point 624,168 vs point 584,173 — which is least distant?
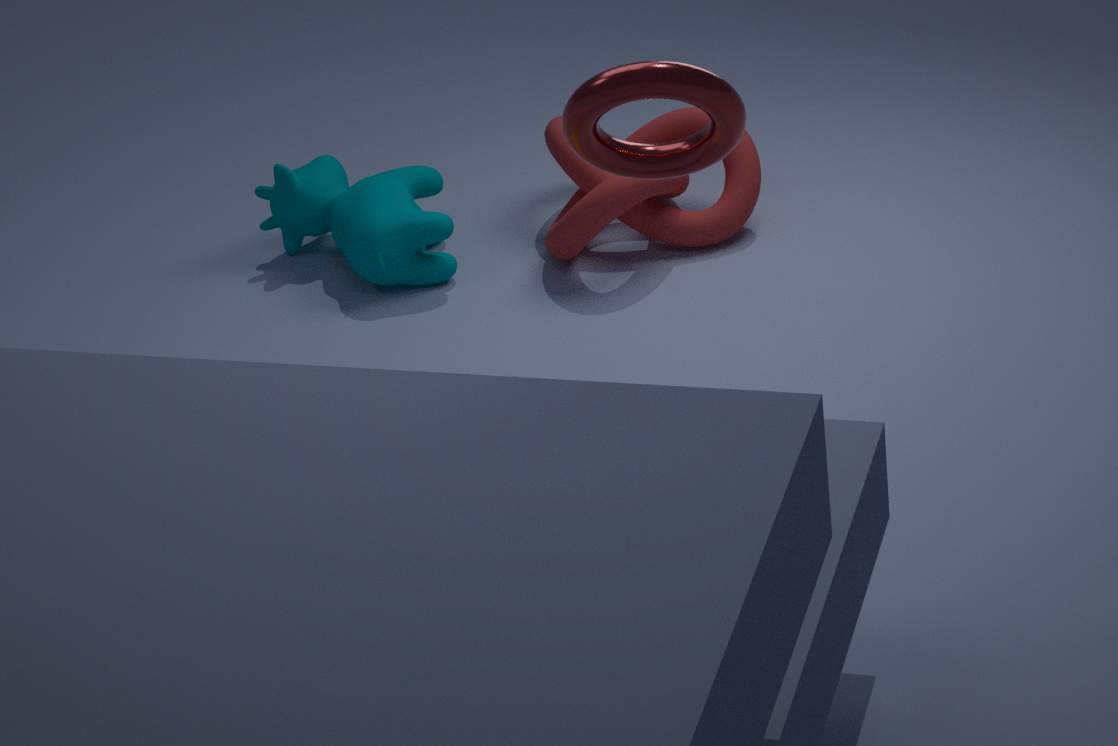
point 624,168
